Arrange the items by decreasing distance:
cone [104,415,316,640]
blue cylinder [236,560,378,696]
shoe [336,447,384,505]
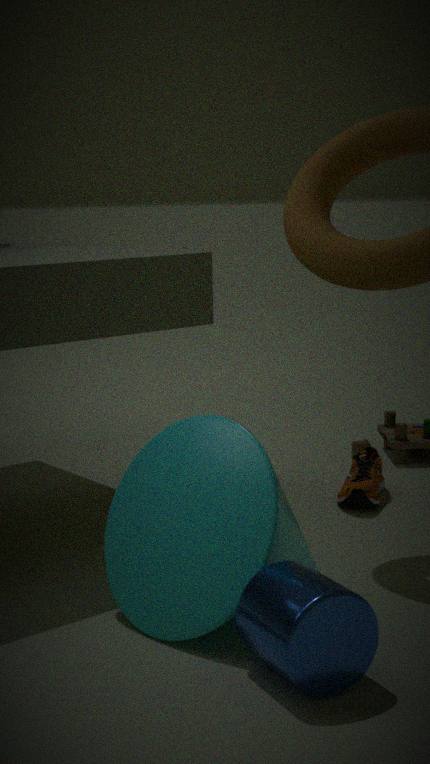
shoe [336,447,384,505], cone [104,415,316,640], blue cylinder [236,560,378,696]
